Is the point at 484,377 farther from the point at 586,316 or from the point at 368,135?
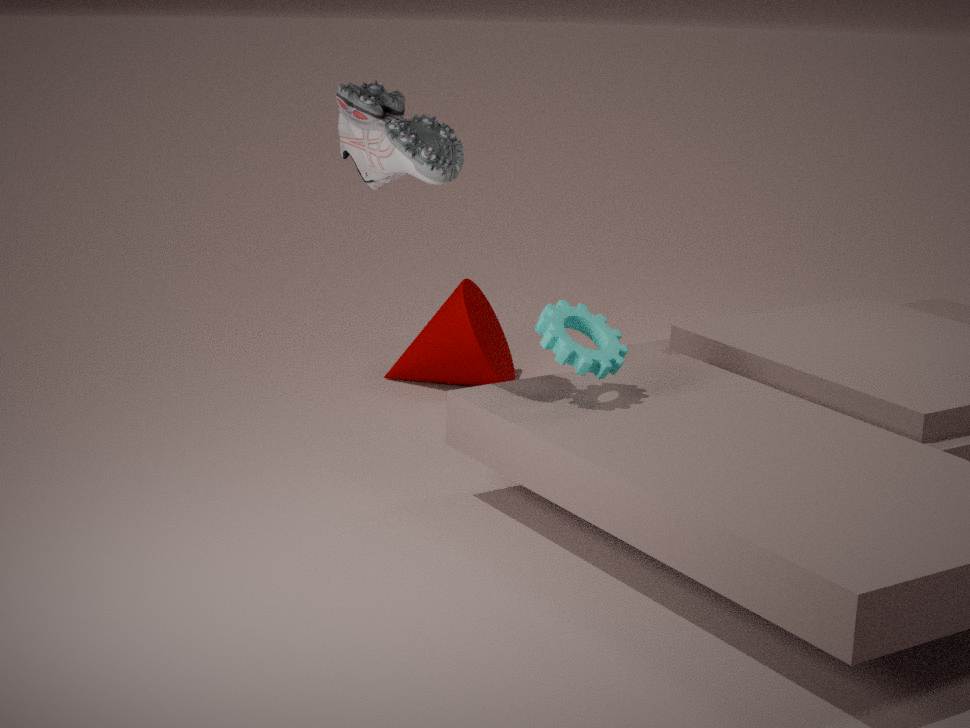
the point at 368,135
